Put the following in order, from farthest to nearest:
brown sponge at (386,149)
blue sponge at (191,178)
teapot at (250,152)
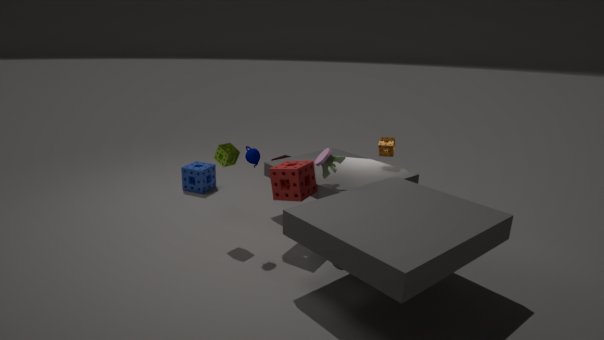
blue sponge at (191,178)
brown sponge at (386,149)
teapot at (250,152)
